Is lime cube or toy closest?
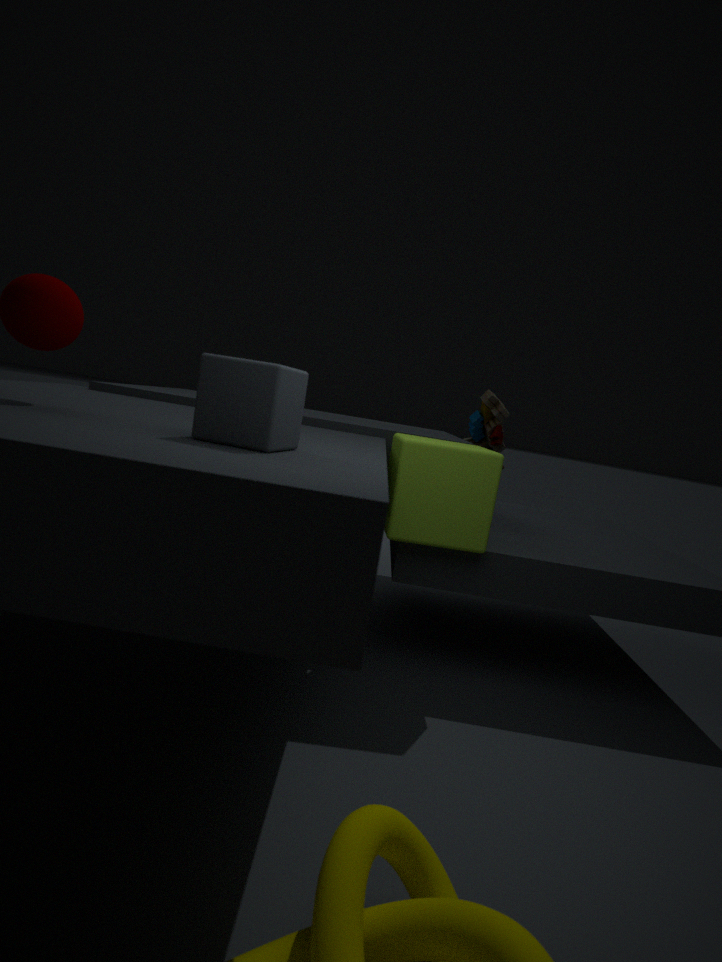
lime cube
